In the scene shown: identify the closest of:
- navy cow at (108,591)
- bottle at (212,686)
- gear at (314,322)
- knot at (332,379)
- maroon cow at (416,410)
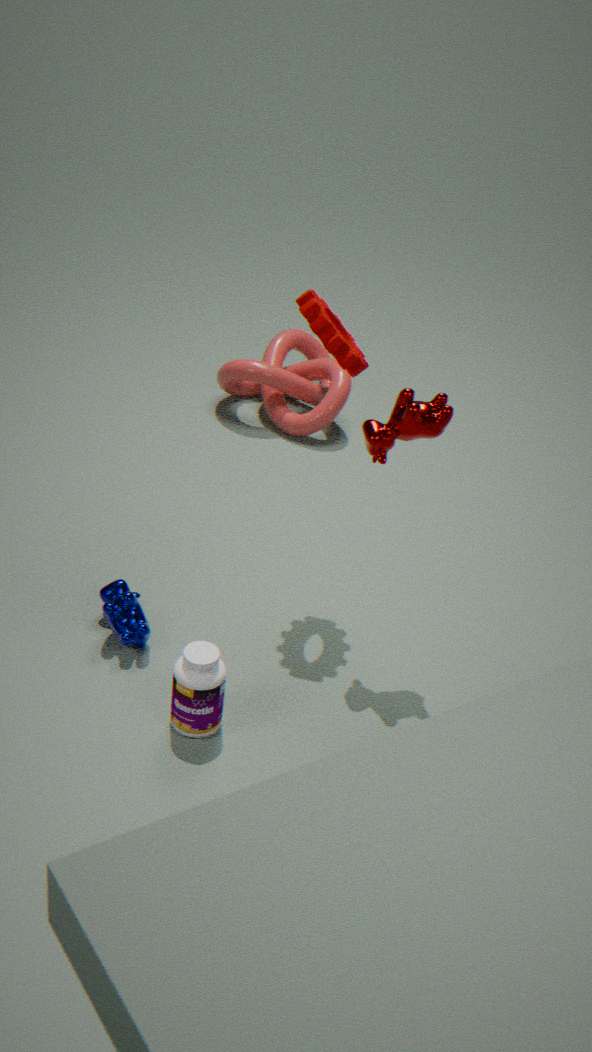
bottle at (212,686)
